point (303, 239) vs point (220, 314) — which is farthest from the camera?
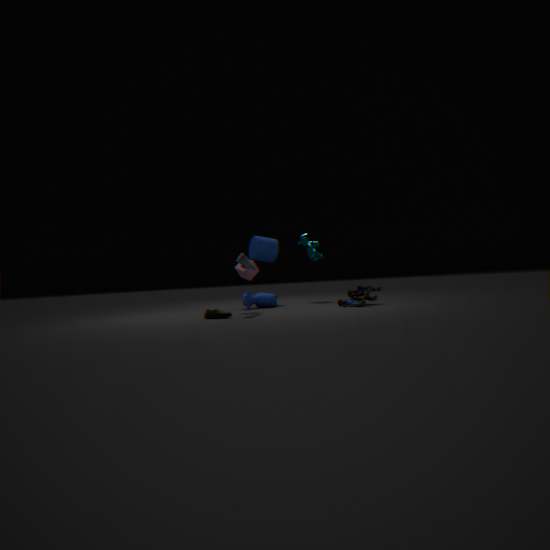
point (303, 239)
